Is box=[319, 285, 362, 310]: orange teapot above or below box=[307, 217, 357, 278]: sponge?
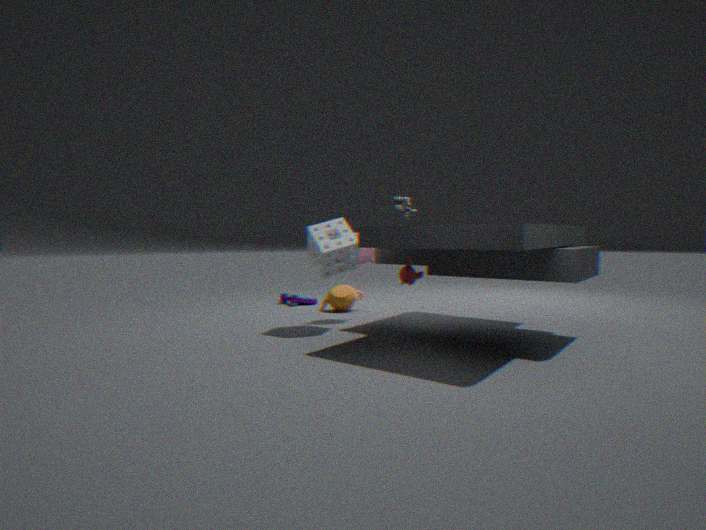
below
